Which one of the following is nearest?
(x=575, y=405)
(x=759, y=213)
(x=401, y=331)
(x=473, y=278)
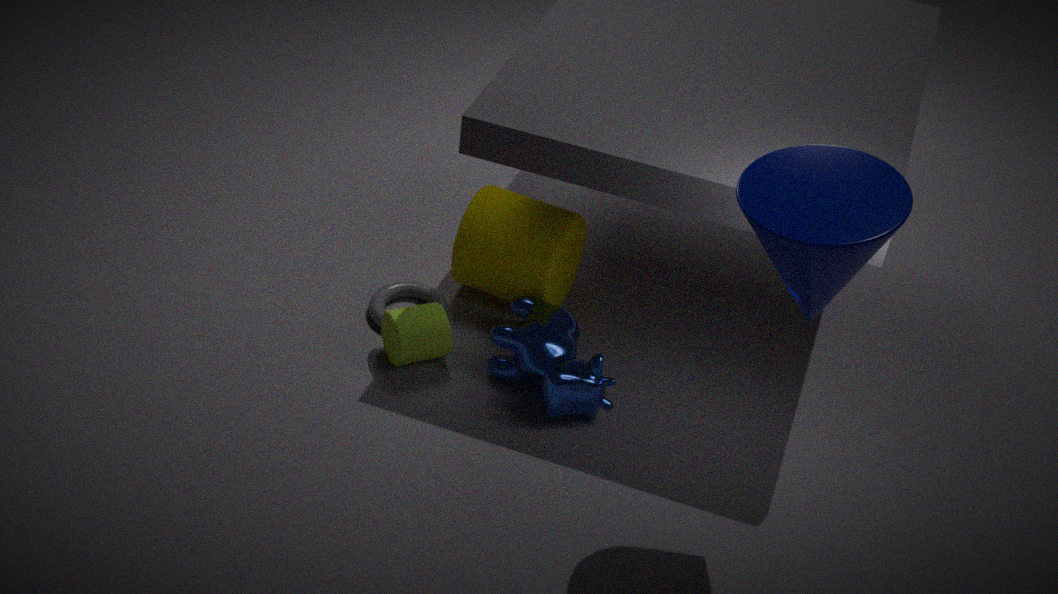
(x=759, y=213)
